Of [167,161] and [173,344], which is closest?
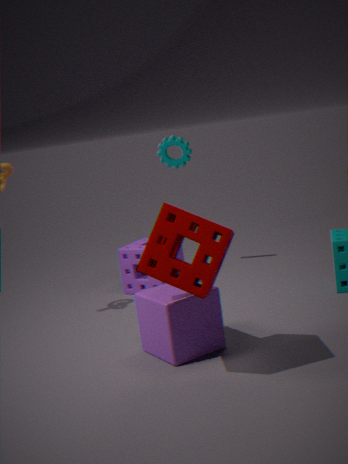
[173,344]
